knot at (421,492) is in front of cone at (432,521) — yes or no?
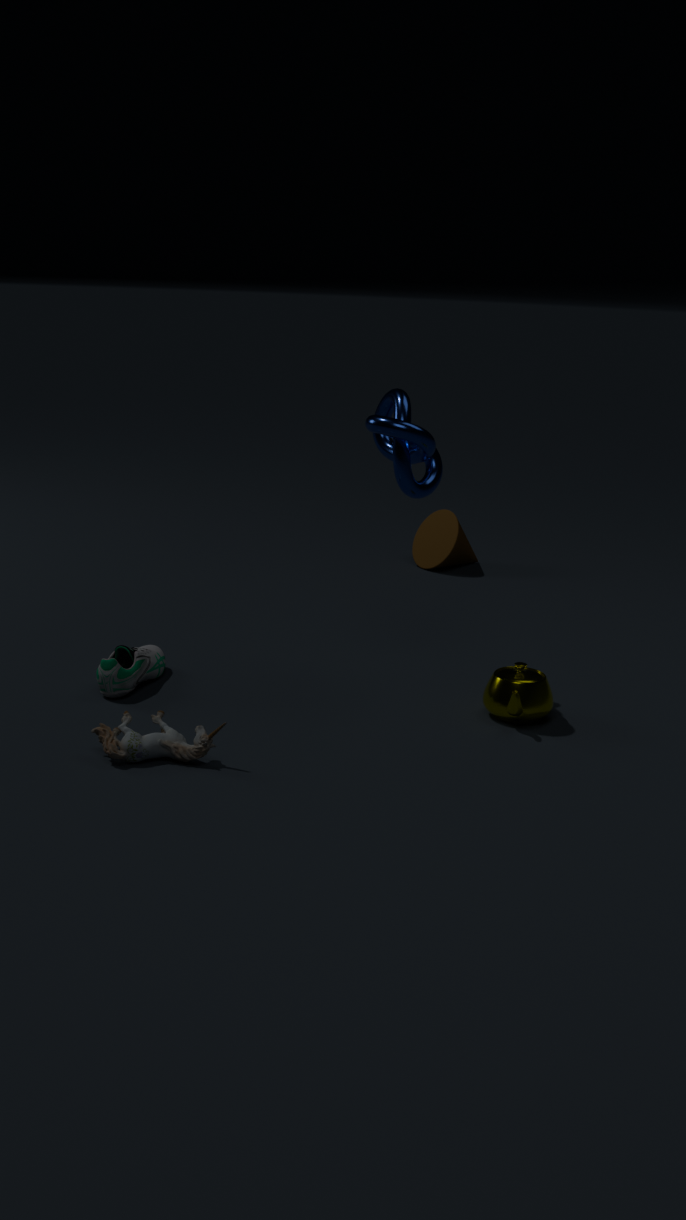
Yes
